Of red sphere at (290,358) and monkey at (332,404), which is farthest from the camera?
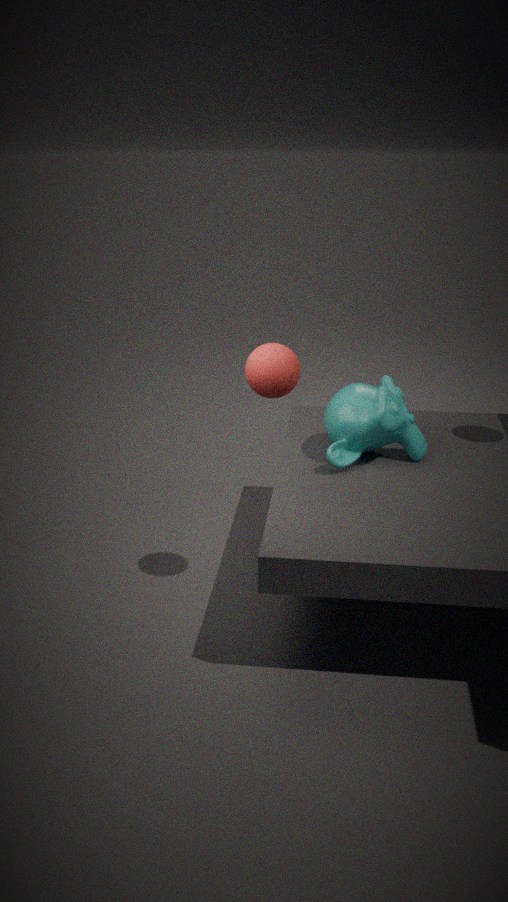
monkey at (332,404)
